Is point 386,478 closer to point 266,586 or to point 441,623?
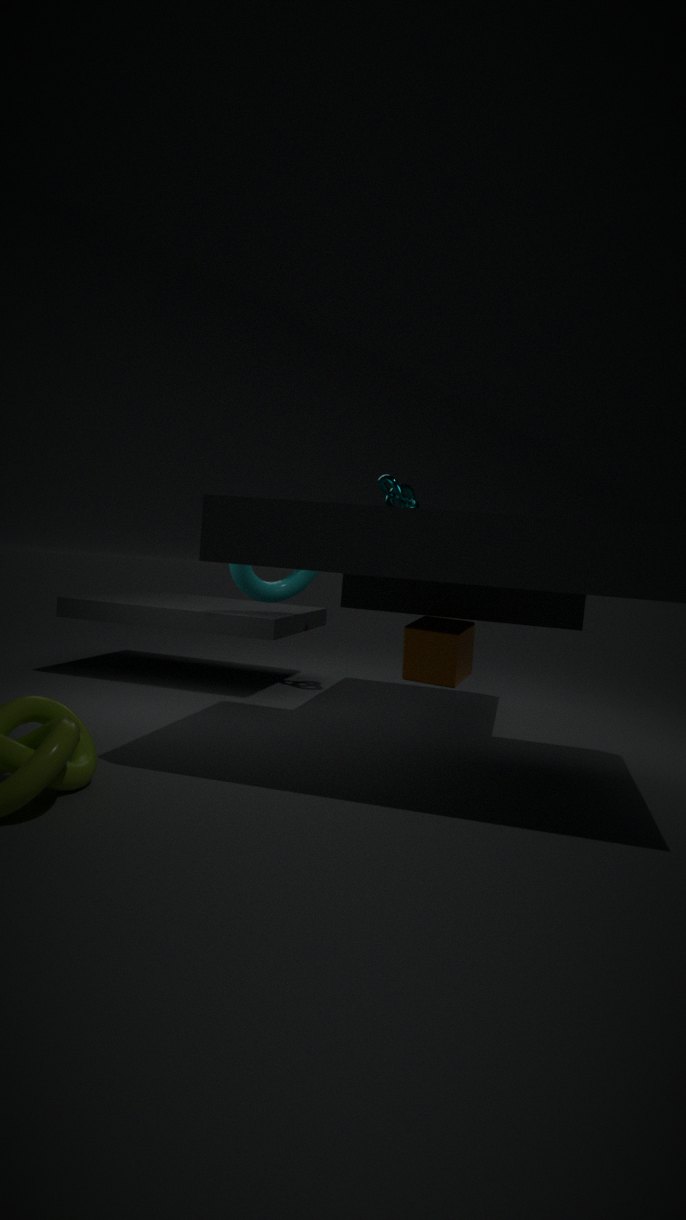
point 266,586
